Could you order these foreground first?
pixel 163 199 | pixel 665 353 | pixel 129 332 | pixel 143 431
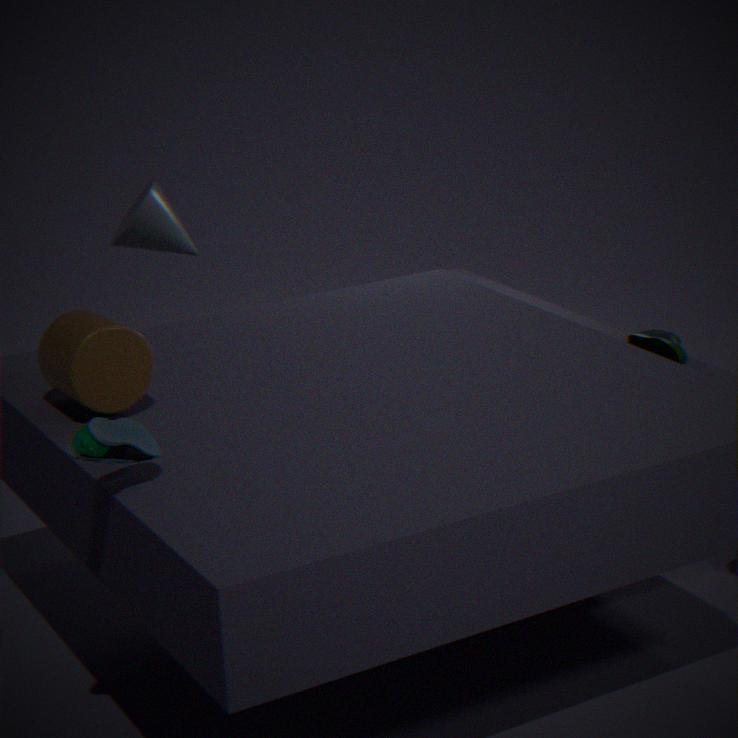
pixel 143 431 < pixel 129 332 < pixel 665 353 < pixel 163 199
